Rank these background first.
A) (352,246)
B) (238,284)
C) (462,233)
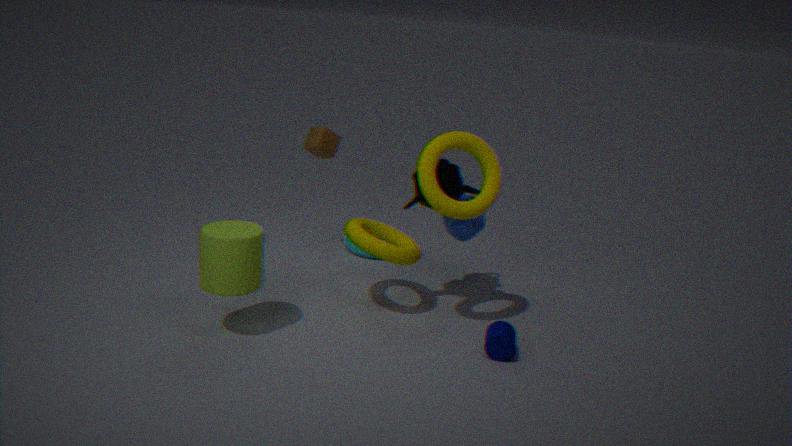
(352,246)
(462,233)
(238,284)
